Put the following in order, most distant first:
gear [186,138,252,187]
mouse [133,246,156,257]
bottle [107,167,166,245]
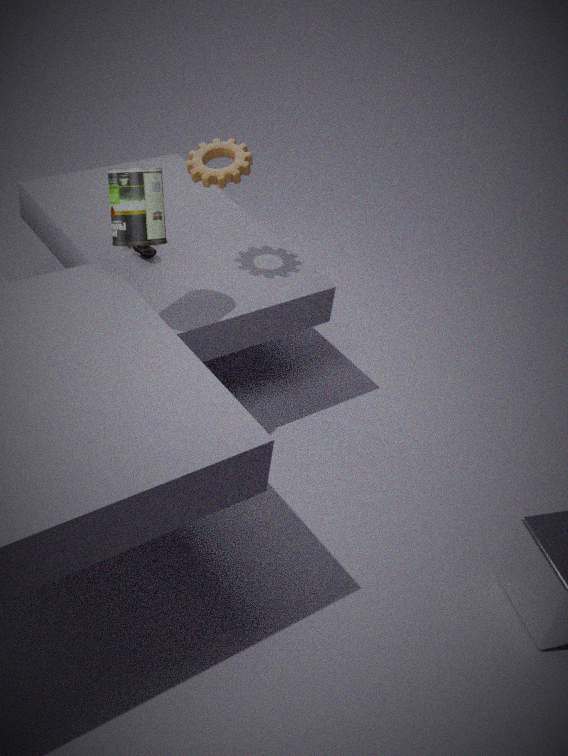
1. mouse [133,246,156,257]
2. gear [186,138,252,187]
3. bottle [107,167,166,245]
